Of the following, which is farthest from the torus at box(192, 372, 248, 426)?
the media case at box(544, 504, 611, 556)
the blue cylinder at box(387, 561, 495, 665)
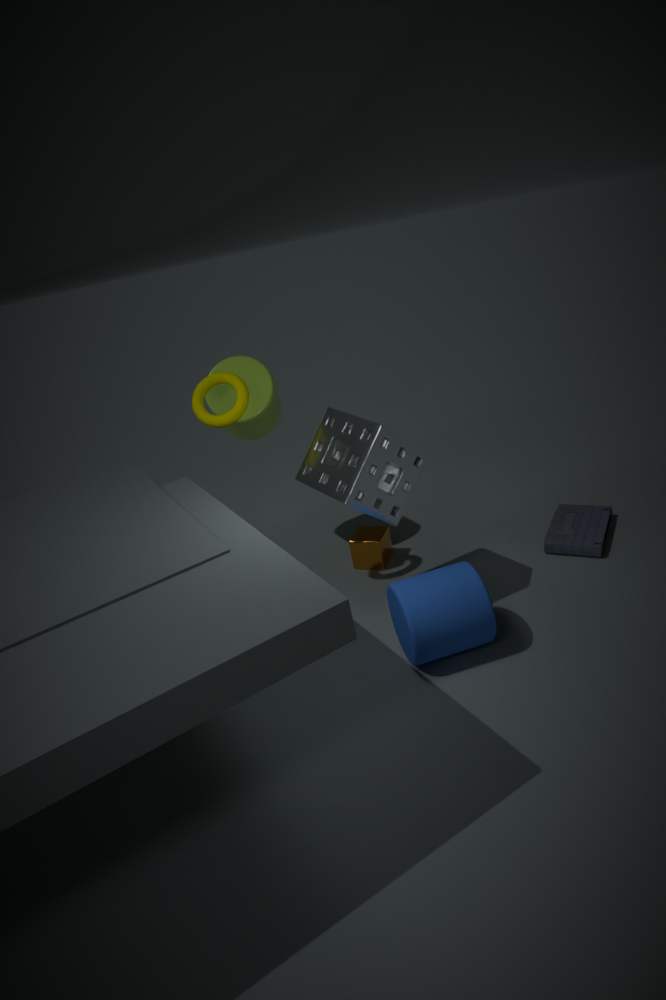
the media case at box(544, 504, 611, 556)
